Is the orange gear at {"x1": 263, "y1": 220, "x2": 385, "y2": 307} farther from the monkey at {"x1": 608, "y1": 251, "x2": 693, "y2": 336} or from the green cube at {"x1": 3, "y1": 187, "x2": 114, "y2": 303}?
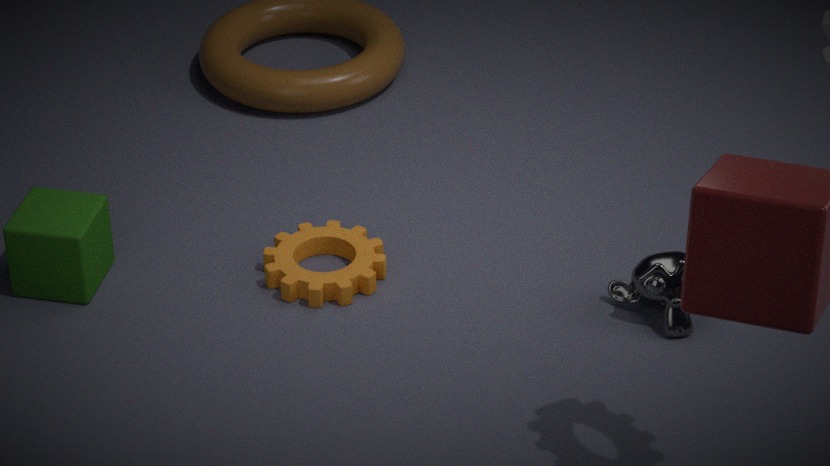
the monkey at {"x1": 608, "y1": 251, "x2": 693, "y2": 336}
